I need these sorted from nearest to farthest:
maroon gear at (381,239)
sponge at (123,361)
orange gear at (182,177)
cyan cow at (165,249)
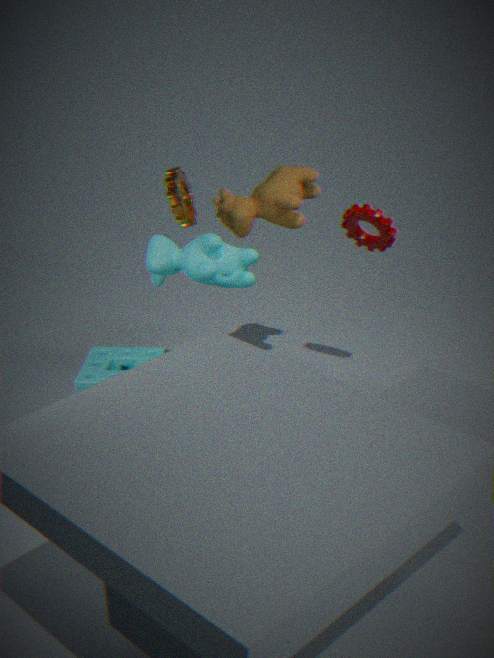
cyan cow at (165,249) < orange gear at (182,177) < sponge at (123,361) < maroon gear at (381,239)
